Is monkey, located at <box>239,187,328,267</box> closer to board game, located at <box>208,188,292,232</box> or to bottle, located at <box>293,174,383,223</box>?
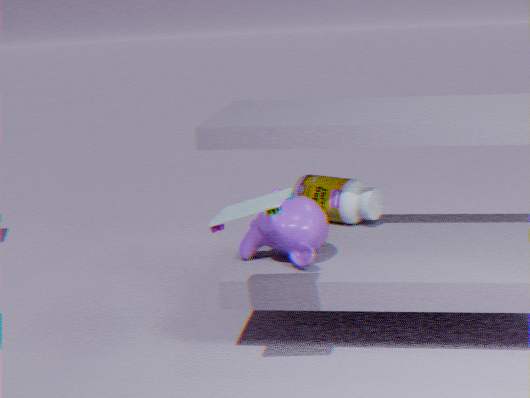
bottle, located at <box>293,174,383,223</box>
